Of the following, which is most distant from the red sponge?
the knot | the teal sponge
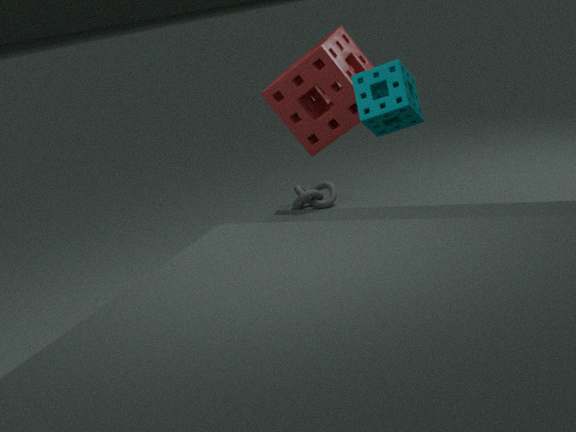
the knot
